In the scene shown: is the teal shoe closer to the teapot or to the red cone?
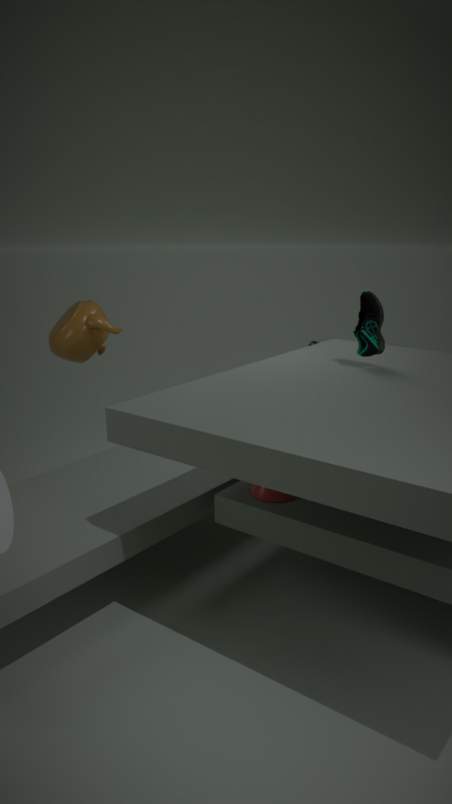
the red cone
